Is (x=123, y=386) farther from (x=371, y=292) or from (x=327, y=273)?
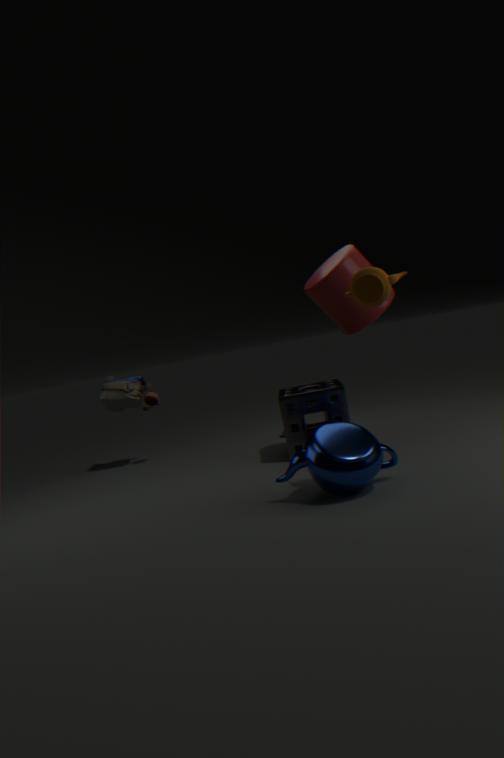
(x=371, y=292)
